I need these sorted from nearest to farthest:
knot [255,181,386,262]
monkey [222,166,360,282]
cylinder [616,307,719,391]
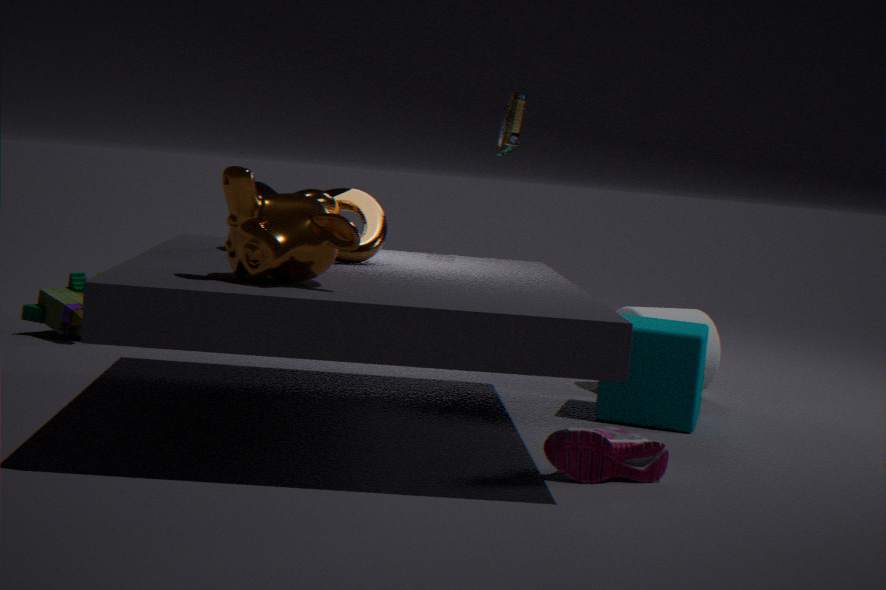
monkey [222,166,360,282]
knot [255,181,386,262]
cylinder [616,307,719,391]
